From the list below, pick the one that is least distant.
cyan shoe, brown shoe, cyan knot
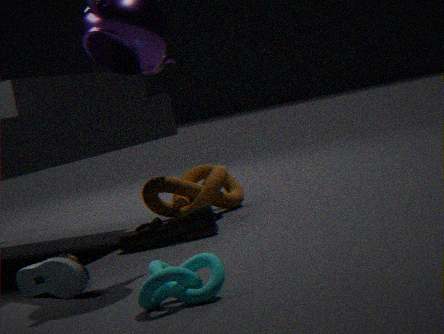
cyan knot
